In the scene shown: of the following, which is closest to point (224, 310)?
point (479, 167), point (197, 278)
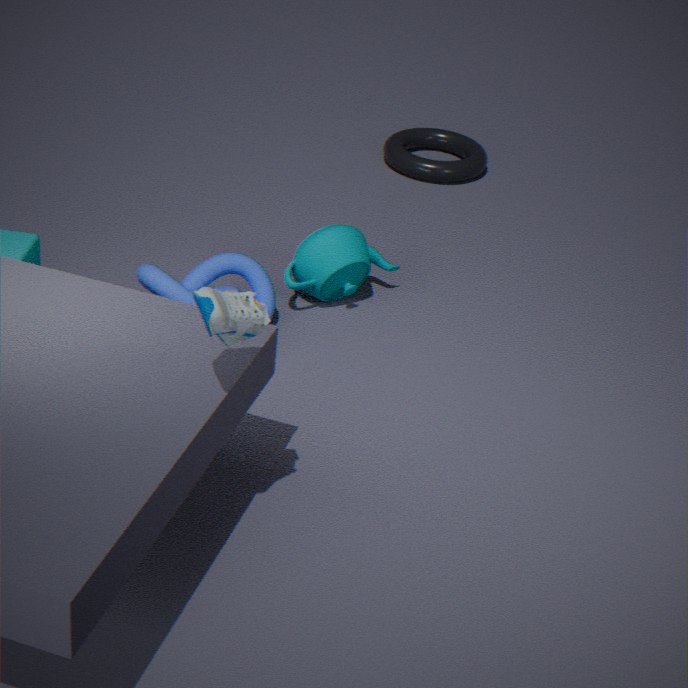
point (197, 278)
